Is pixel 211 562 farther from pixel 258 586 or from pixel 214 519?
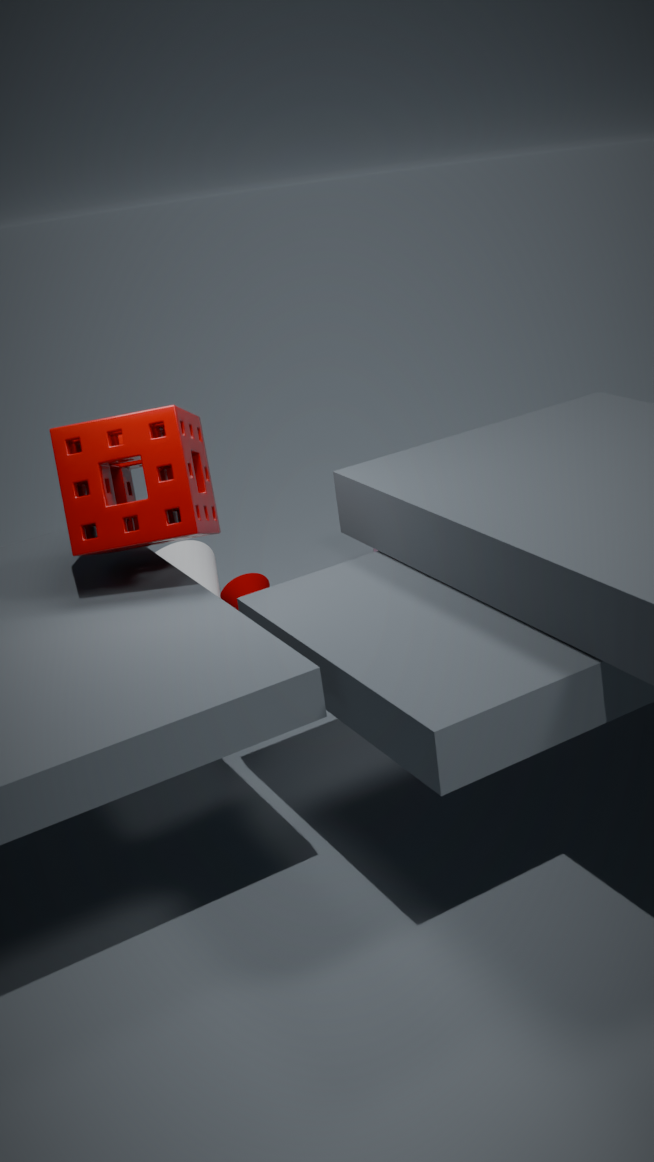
pixel 214 519
